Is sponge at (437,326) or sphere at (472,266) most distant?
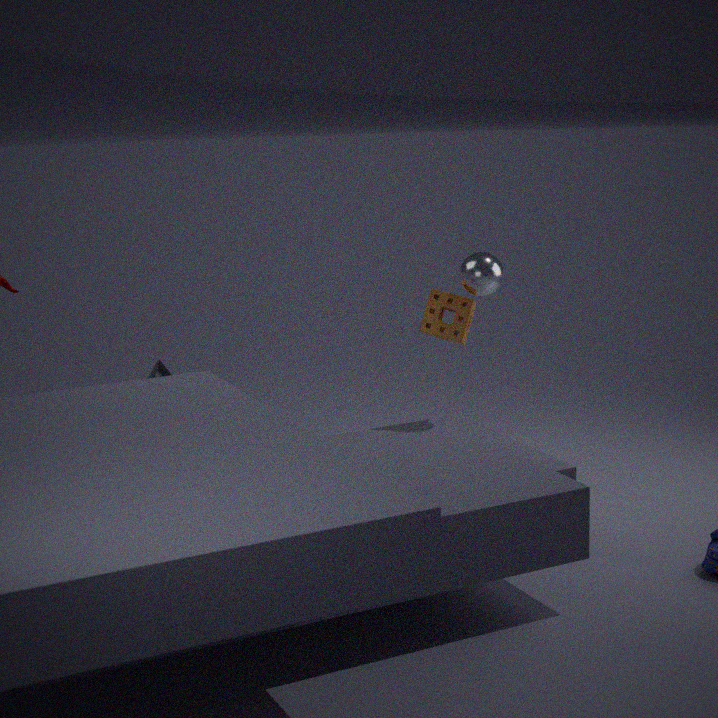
sponge at (437,326)
